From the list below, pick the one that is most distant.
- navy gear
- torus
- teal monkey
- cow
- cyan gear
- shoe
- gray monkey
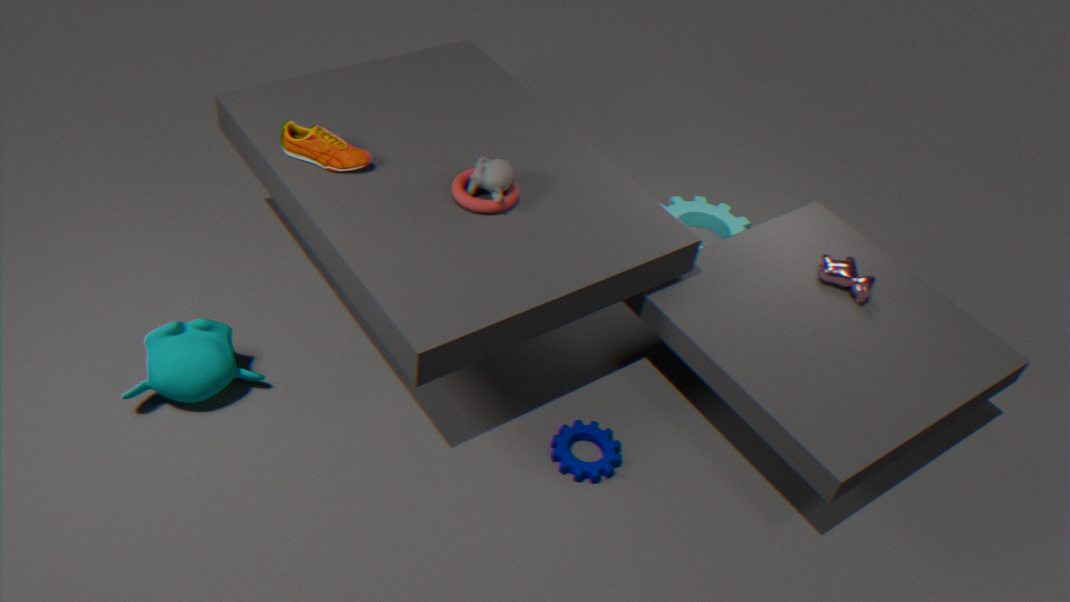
cyan gear
